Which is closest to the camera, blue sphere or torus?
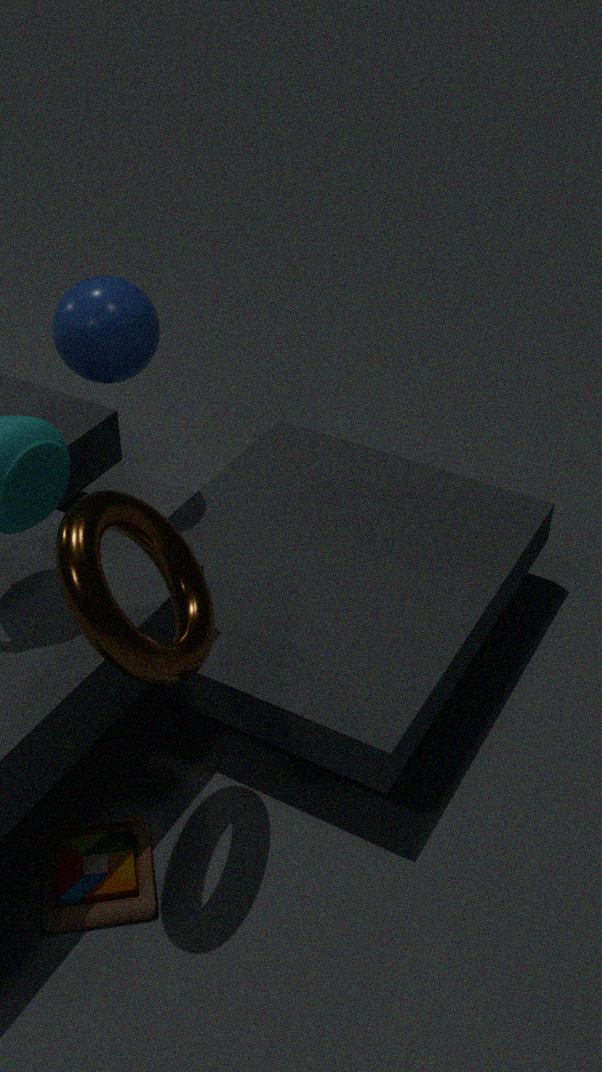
torus
